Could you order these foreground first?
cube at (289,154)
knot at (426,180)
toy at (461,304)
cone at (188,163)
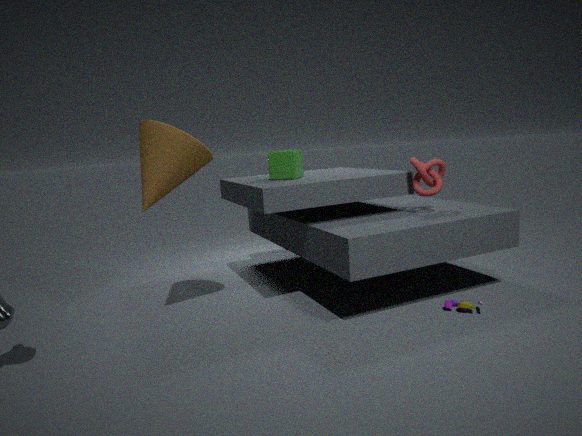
1. cone at (188,163)
2. toy at (461,304)
3. knot at (426,180)
4. cube at (289,154)
